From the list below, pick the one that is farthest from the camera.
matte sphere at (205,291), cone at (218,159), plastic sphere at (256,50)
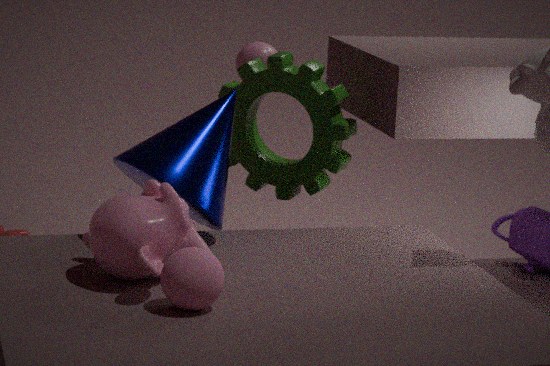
plastic sphere at (256,50)
